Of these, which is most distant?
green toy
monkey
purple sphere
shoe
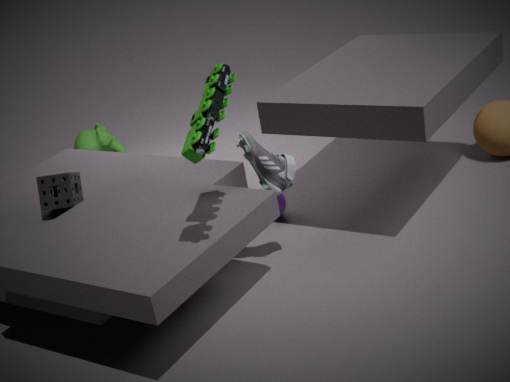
monkey
